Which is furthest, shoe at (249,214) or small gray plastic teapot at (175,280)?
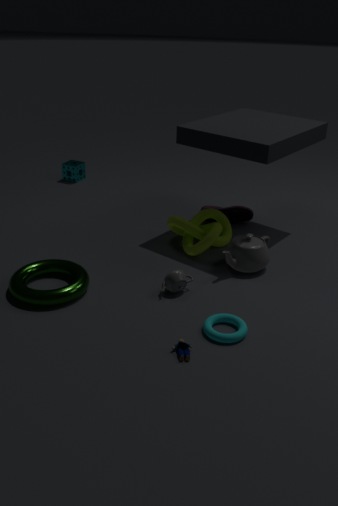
shoe at (249,214)
